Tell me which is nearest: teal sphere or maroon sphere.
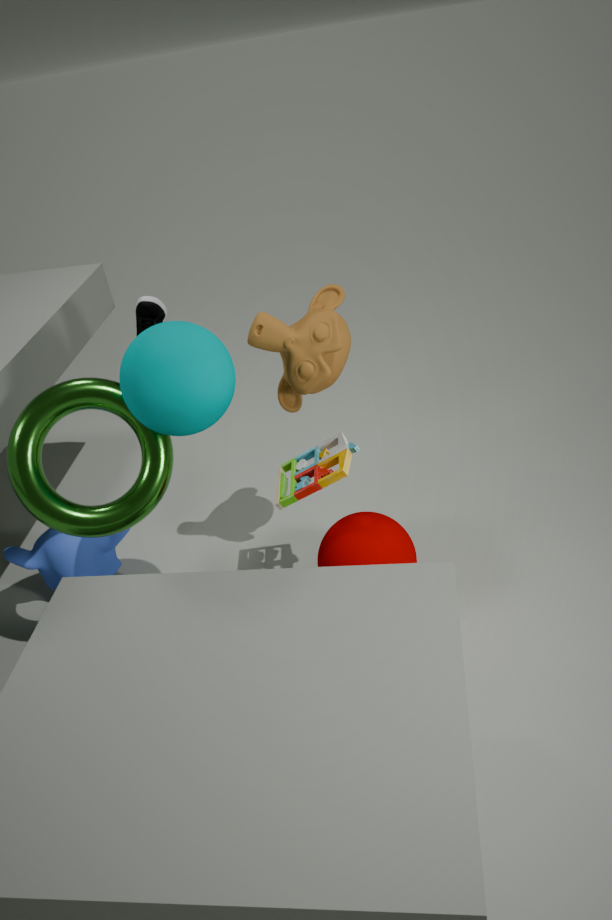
teal sphere
